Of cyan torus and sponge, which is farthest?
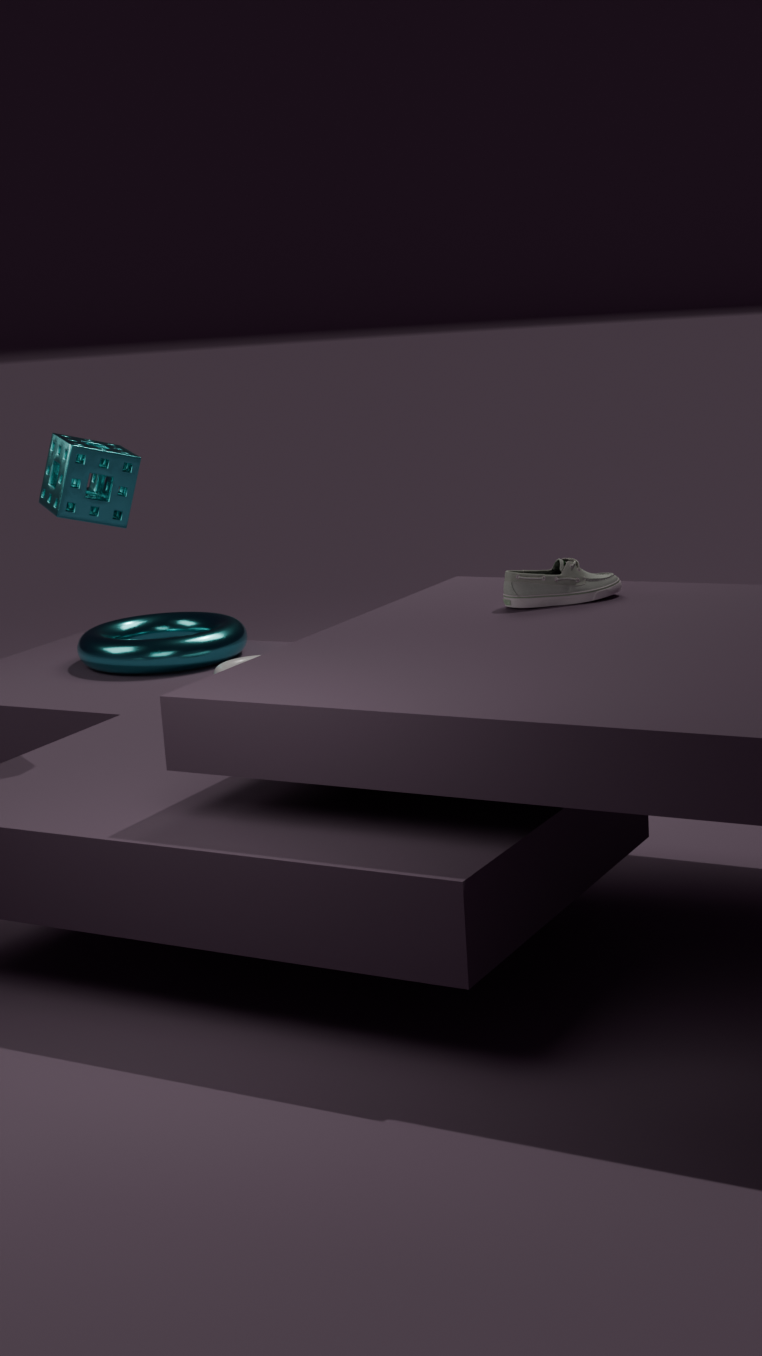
cyan torus
